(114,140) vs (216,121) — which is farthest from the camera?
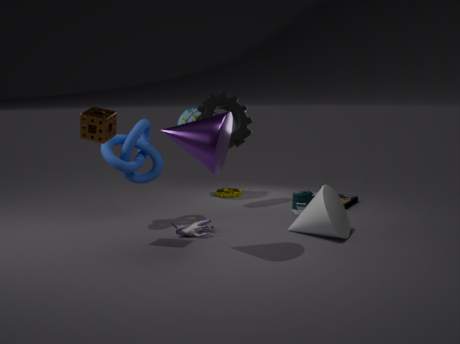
(114,140)
